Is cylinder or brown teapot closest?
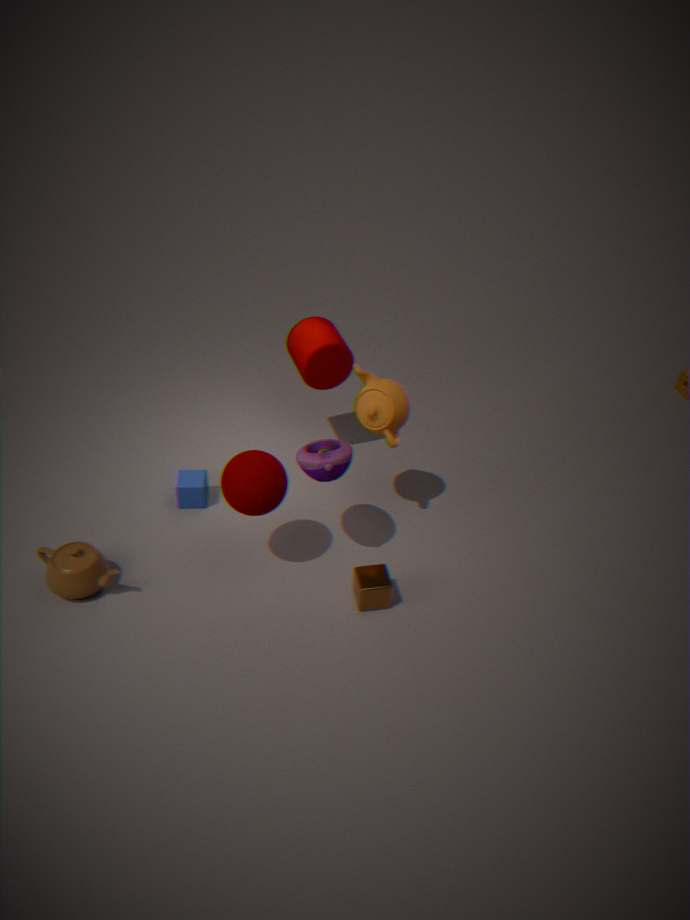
brown teapot
